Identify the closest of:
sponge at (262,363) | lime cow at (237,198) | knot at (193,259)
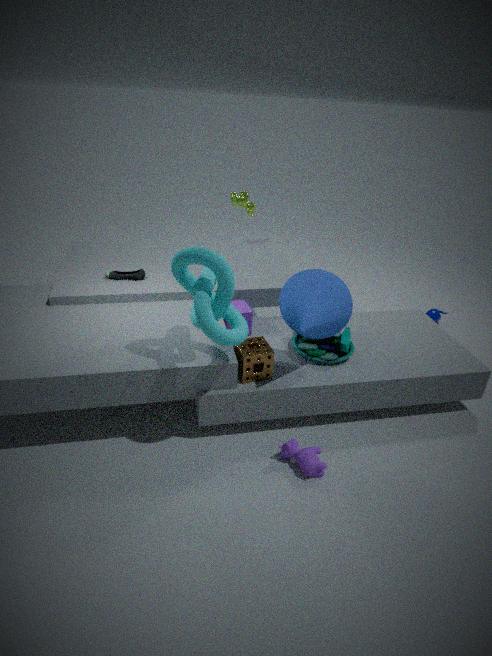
knot at (193,259)
